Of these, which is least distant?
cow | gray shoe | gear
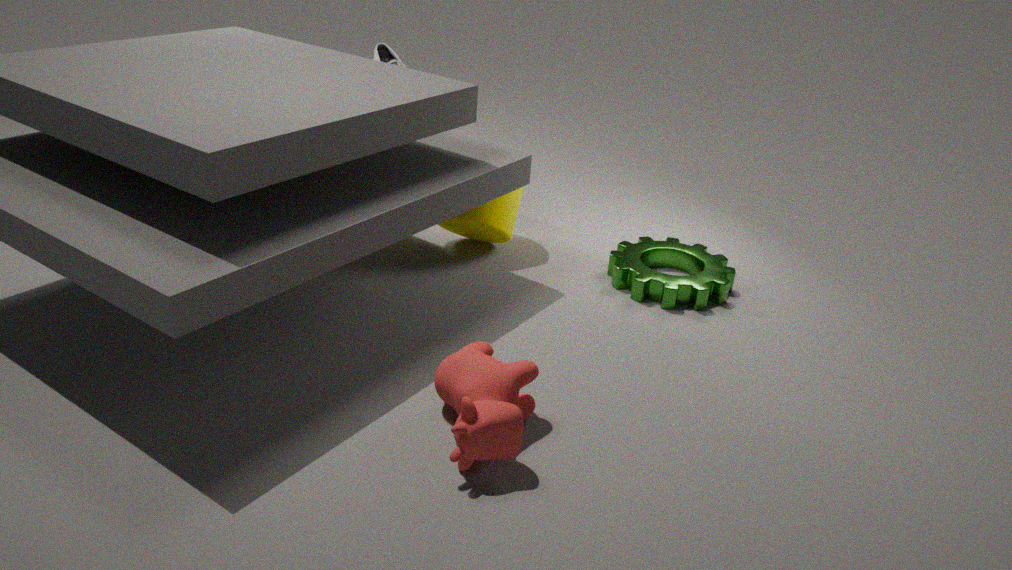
cow
